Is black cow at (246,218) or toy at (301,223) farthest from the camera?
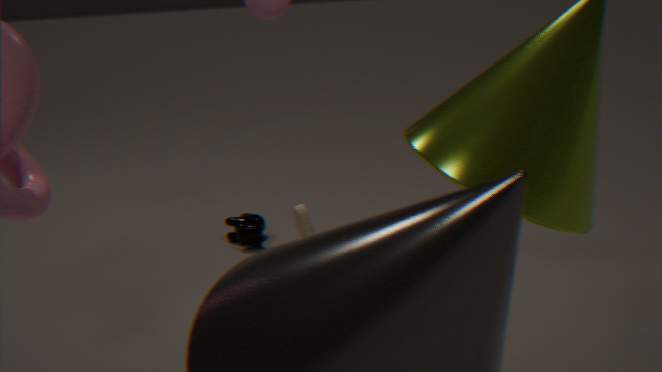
black cow at (246,218)
